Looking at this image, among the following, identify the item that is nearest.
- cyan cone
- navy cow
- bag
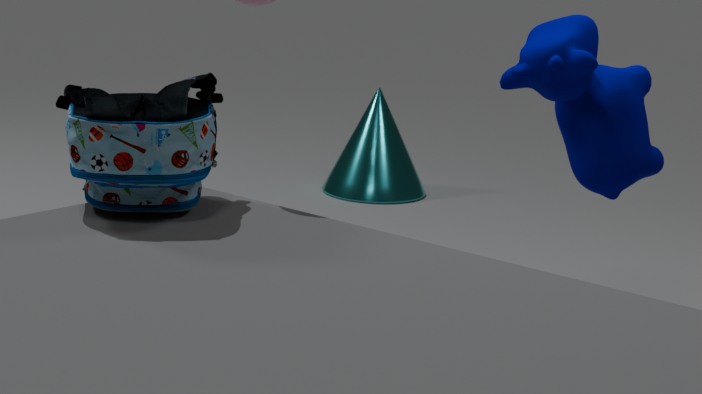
bag
